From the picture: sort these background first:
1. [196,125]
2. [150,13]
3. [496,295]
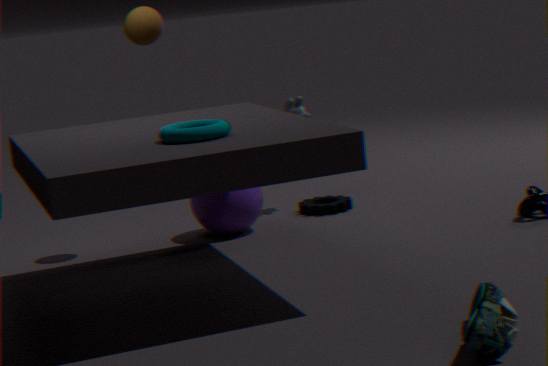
1. [150,13]
2. [196,125]
3. [496,295]
